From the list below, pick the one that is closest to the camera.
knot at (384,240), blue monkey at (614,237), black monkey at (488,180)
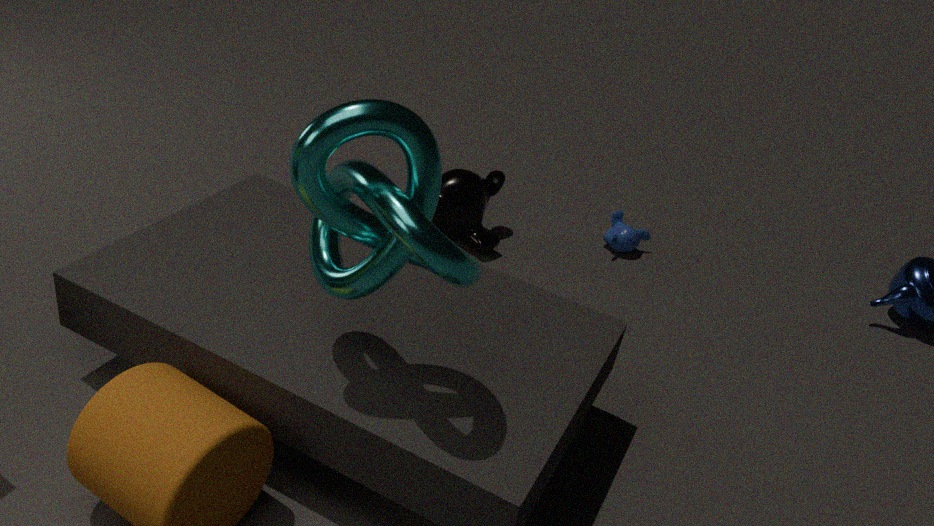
knot at (384,240)
